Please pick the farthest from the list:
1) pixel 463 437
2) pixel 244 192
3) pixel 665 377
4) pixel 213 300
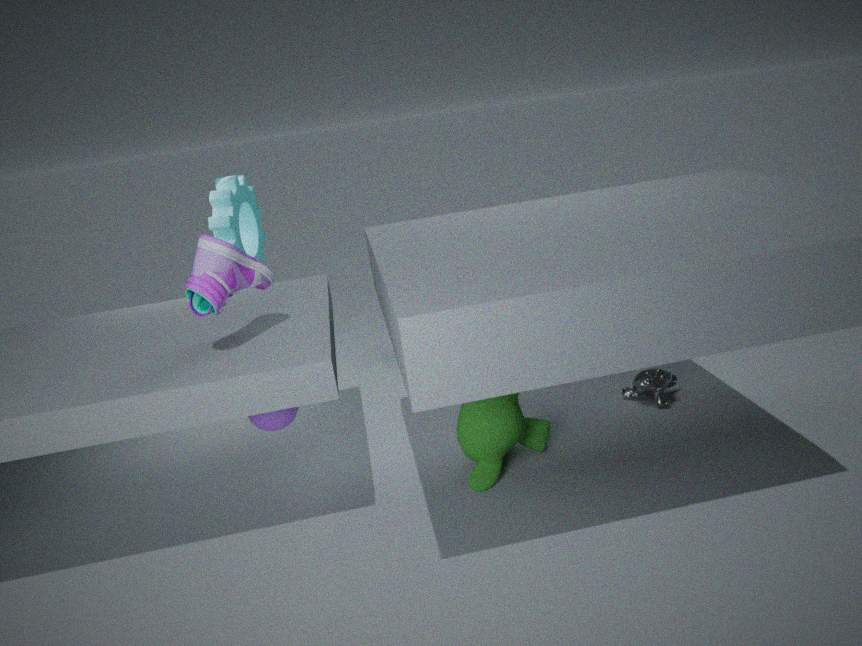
2. pixel 244 192
